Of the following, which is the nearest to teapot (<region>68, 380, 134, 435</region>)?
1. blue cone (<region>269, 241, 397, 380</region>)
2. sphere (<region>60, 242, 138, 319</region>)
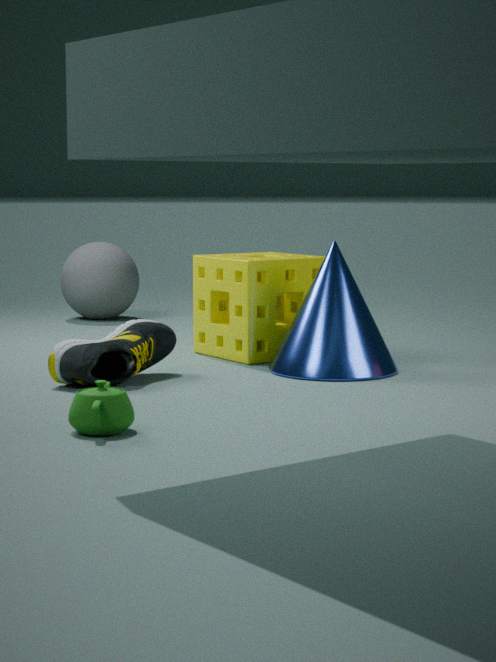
blue cone (<region>269, 241, 397, 380</region>)
